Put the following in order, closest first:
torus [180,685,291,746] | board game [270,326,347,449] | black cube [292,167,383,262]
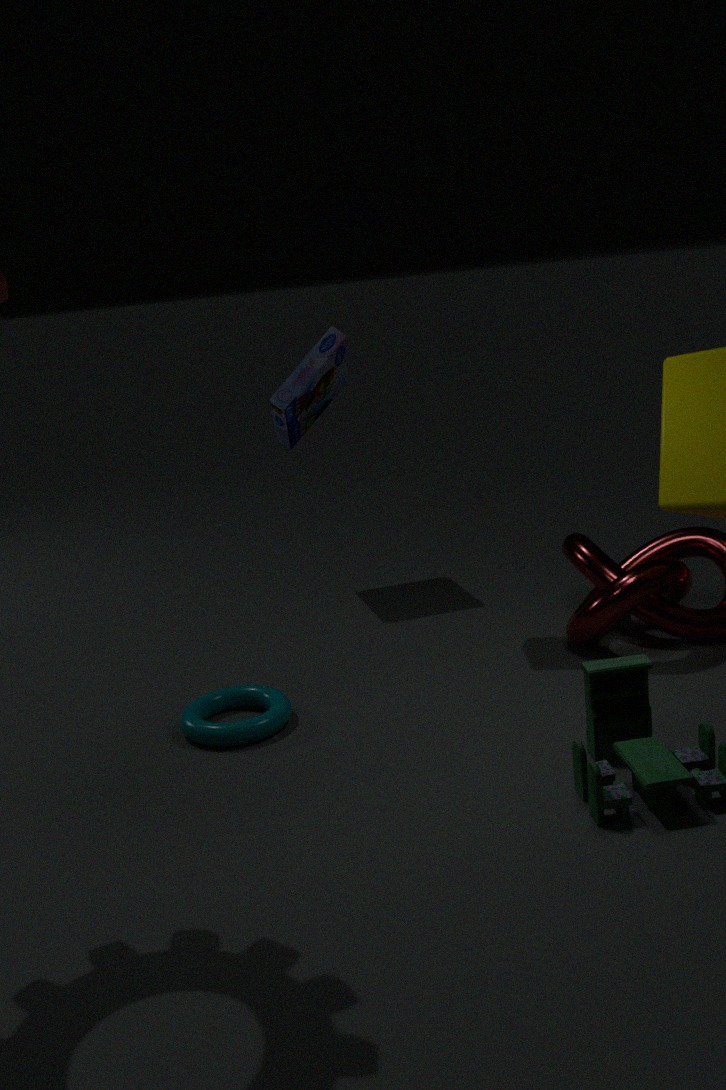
torus [180,685,291,746] → black cube [292,167,383,262] → board game [270,326,347,449]
